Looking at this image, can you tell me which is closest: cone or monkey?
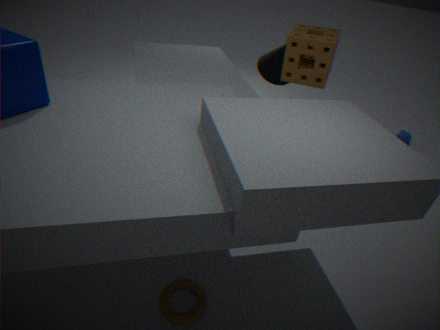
cone
